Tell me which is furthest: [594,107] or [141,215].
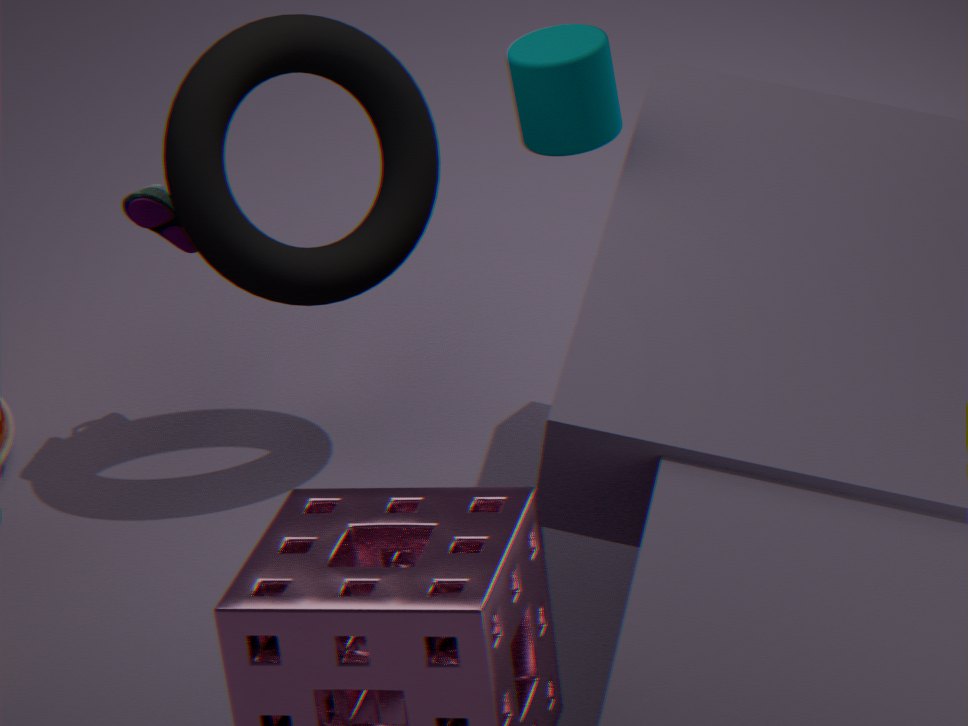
[141,215]
